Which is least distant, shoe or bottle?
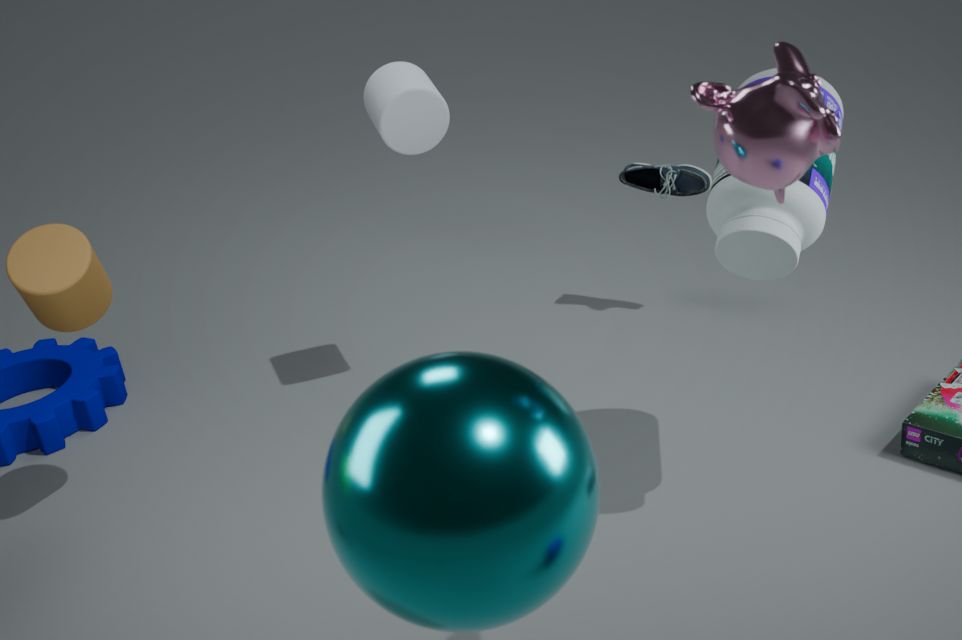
bottle
